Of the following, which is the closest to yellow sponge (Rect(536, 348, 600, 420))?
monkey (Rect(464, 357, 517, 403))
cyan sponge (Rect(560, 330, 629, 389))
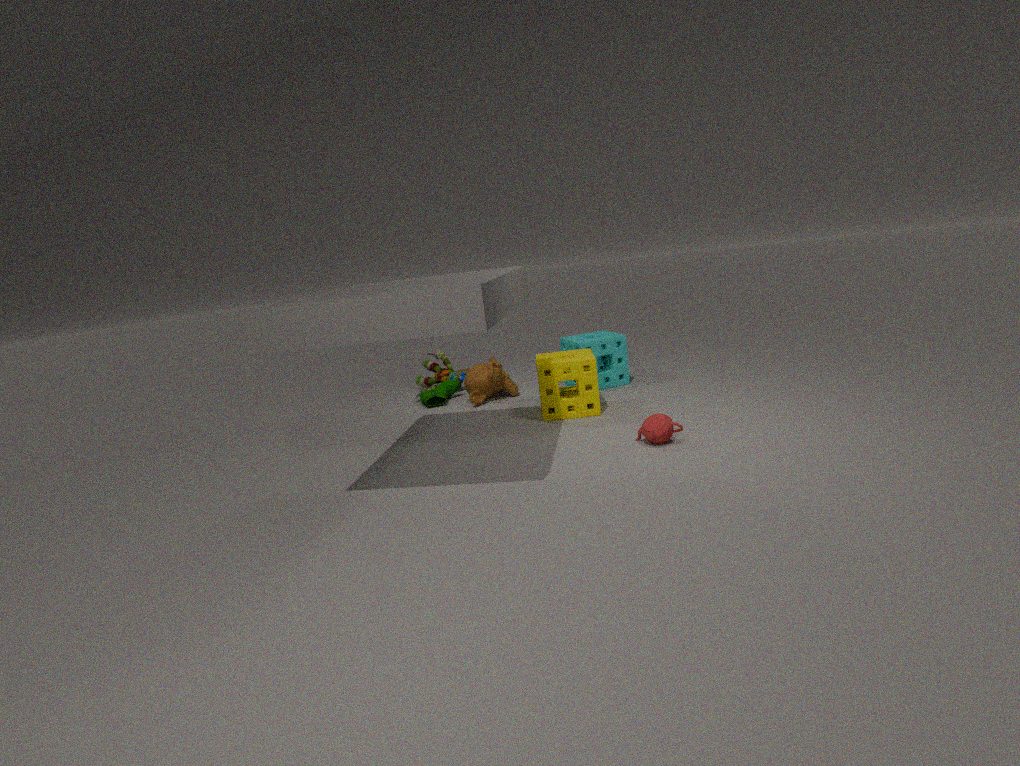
cyan sponge (Rect(560, 330, 629, 389))
